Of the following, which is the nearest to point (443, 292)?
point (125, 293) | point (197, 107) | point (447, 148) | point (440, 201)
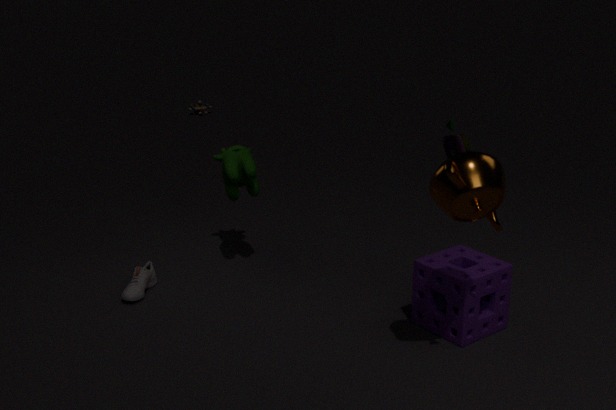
point (440, 201)
